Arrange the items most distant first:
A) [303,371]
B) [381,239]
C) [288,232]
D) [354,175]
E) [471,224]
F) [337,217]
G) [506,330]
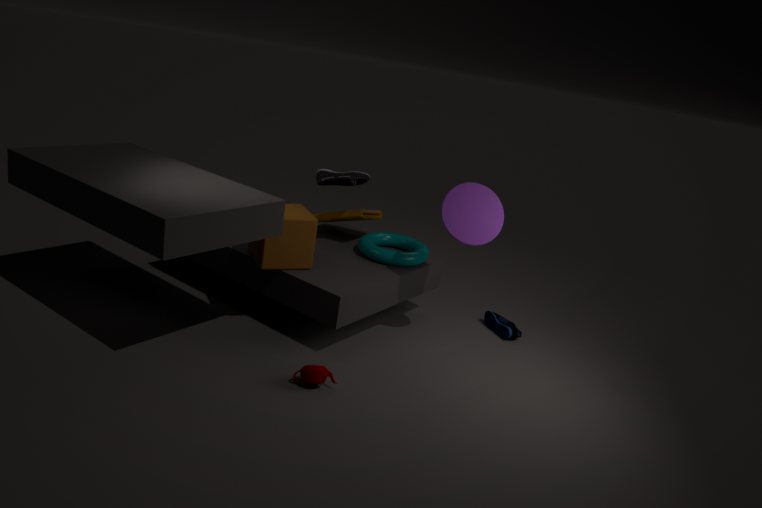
[381,239] < [337,217] < [506,330] < [354,175] < [471,224] < [288,232] < [303,371]
